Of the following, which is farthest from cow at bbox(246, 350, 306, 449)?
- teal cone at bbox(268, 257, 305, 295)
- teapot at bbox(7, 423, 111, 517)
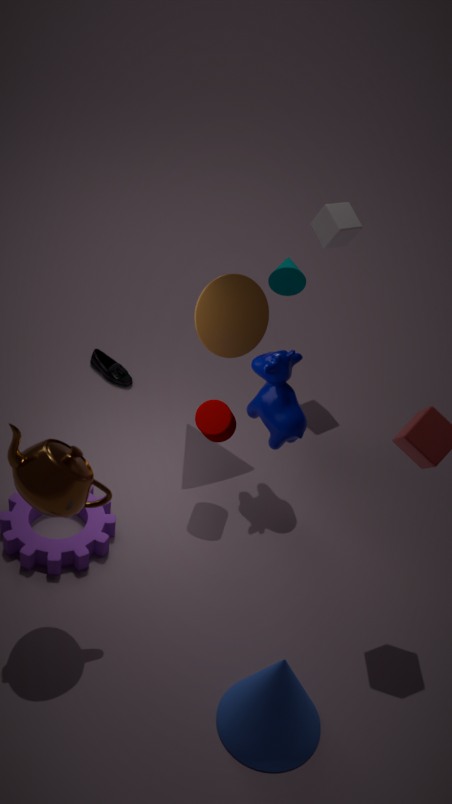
teapot at bbox(7, 423, 111, 517)
